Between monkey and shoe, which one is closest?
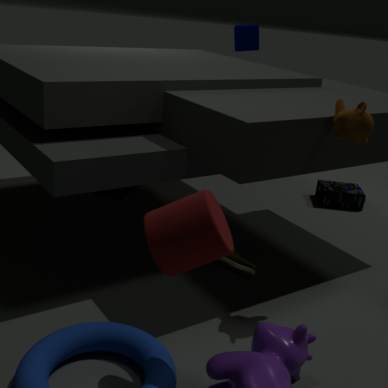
shoe
